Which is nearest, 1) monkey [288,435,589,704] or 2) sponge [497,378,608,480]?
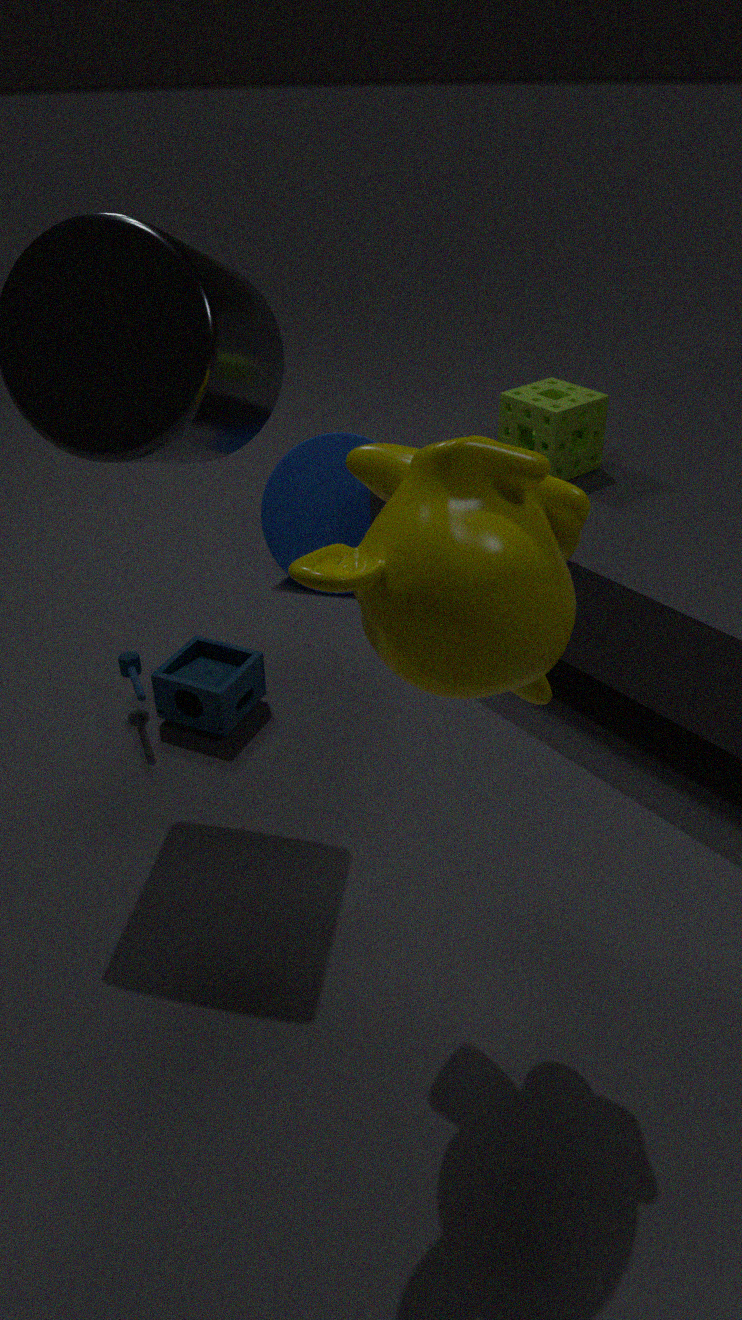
1. monkey [288,435,589,704]
